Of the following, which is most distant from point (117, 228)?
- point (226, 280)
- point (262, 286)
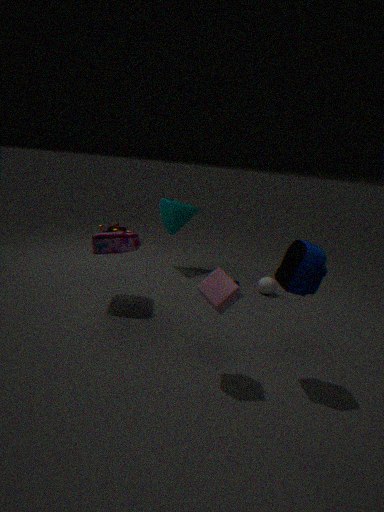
point (226, 280)
